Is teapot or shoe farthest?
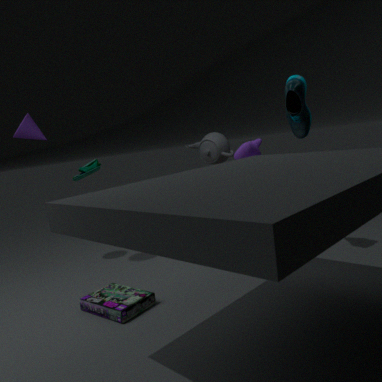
teapot
